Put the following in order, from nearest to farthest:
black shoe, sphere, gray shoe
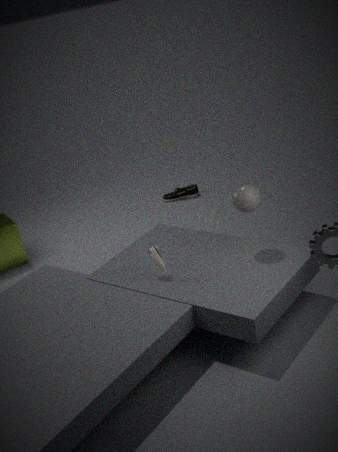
sphere, gray shoe, black shoe
